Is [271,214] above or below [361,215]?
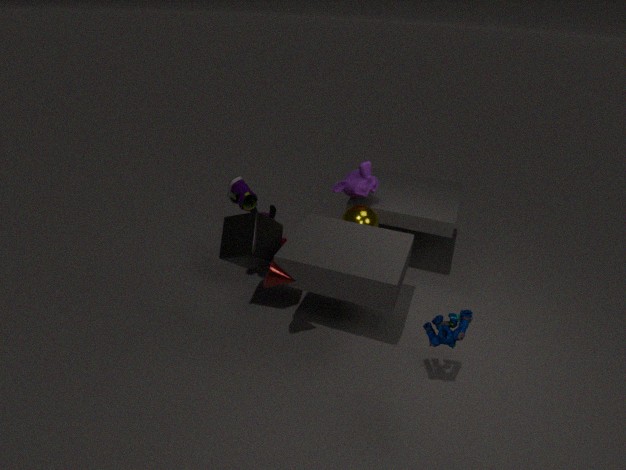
below
